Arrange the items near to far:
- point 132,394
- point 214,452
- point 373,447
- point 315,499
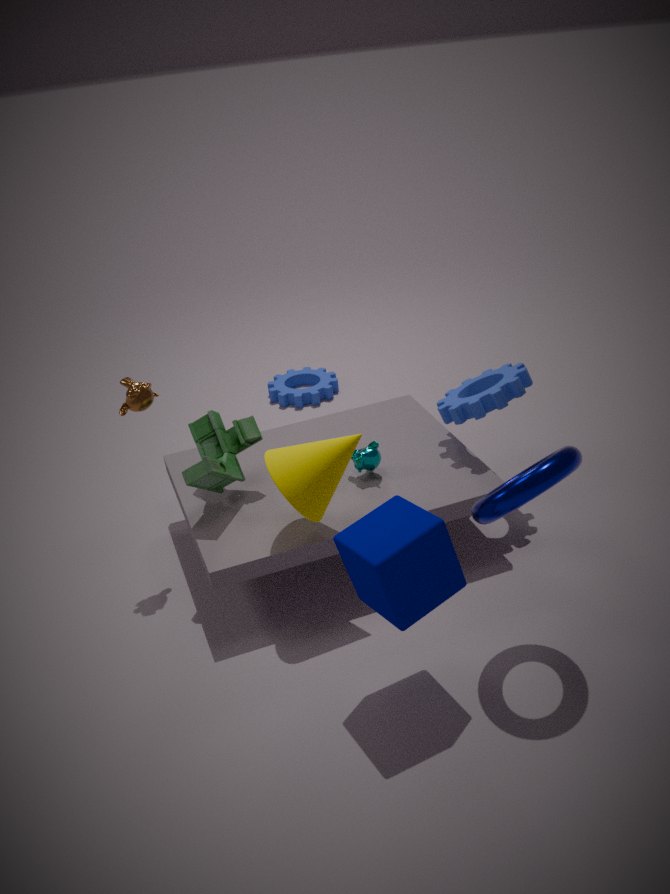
1. point 315,499
2. point 132,394
3. point 373,447
4. point 214,452
